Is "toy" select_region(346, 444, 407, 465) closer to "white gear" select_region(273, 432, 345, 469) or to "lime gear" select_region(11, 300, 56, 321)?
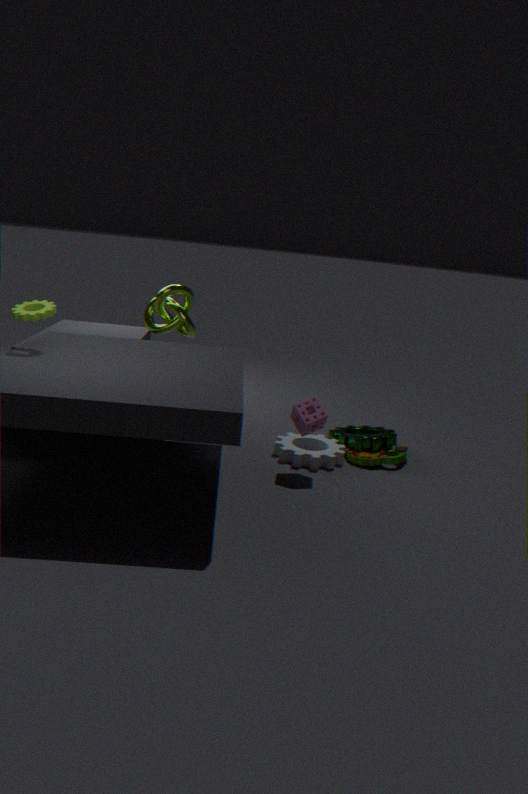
"white gear" select_region(273, 432, 345, 469)
